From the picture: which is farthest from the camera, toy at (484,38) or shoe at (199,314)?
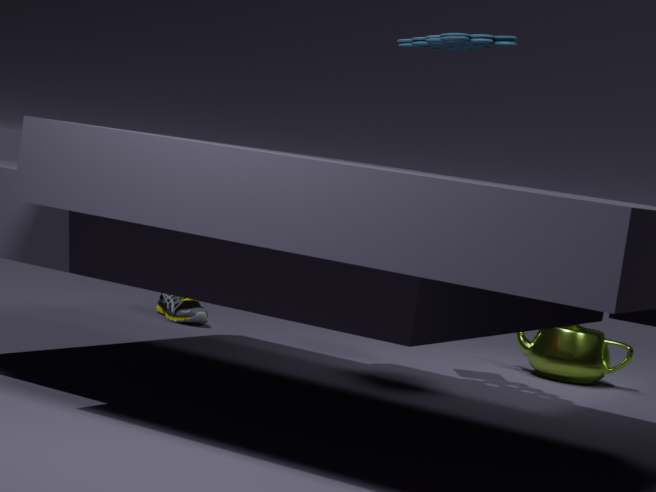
shoe at (199,314)
